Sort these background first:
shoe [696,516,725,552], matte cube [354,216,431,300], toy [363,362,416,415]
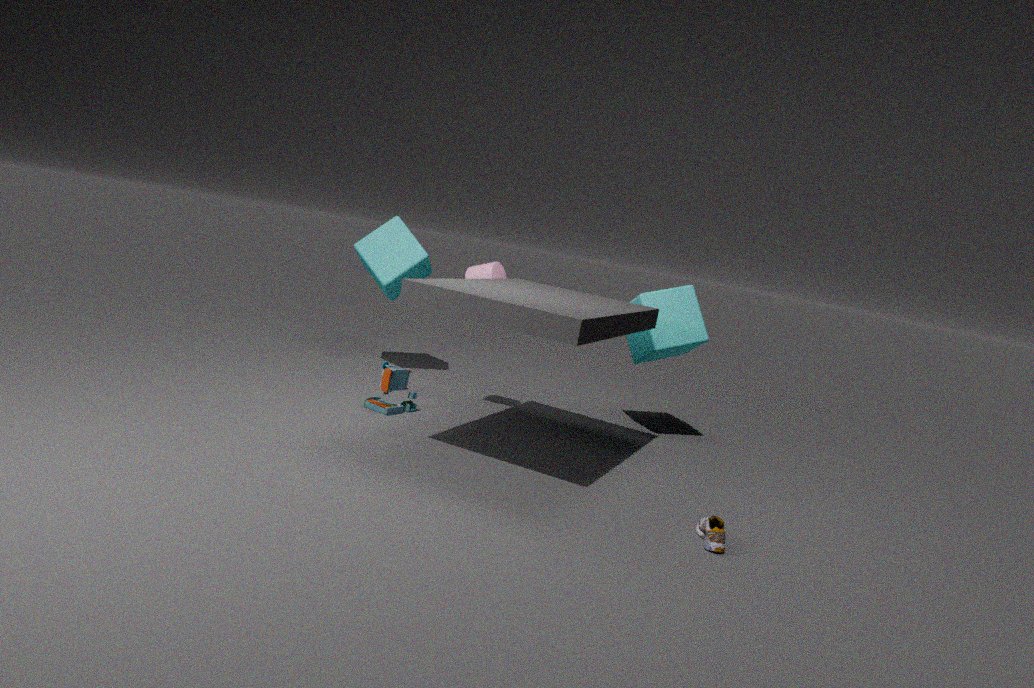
matte cube [354,216,431,300] → toy [363,362,416,415] → shoe [696,516,725,552]
